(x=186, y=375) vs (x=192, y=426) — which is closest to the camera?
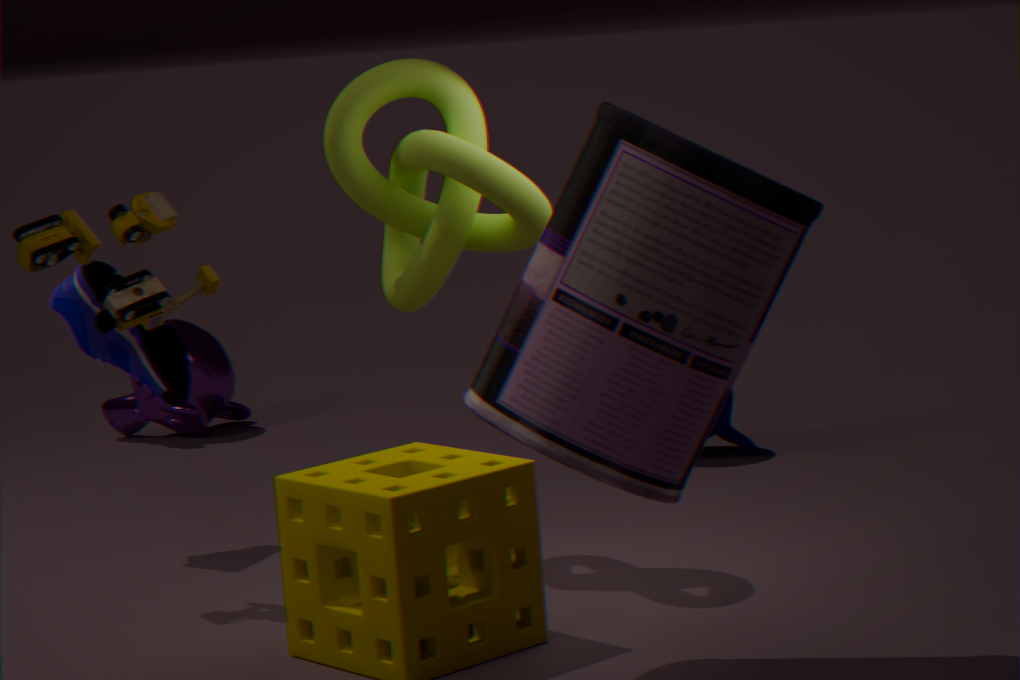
(x=186, y=375)
